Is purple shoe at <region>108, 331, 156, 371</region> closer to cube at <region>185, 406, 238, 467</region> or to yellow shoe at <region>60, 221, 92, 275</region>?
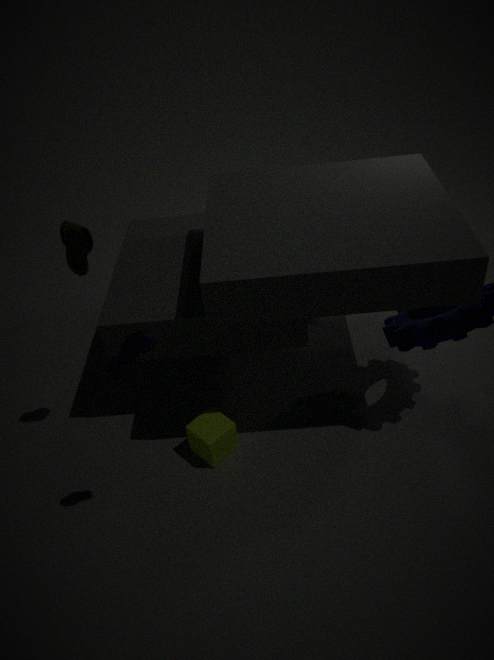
yellow shoe at <region>60, 221, 92, 275</region>
